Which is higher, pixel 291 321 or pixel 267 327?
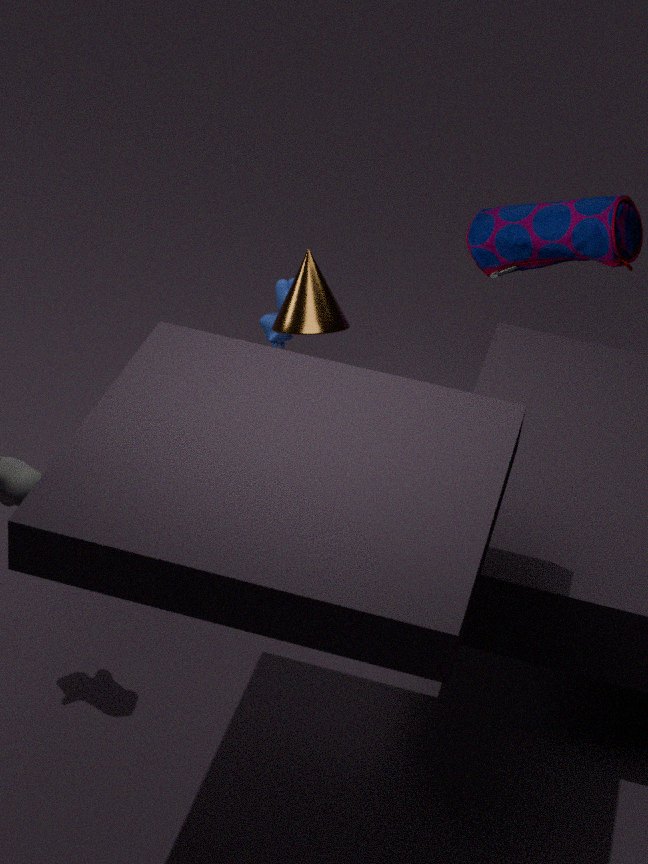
pixel 291 321
